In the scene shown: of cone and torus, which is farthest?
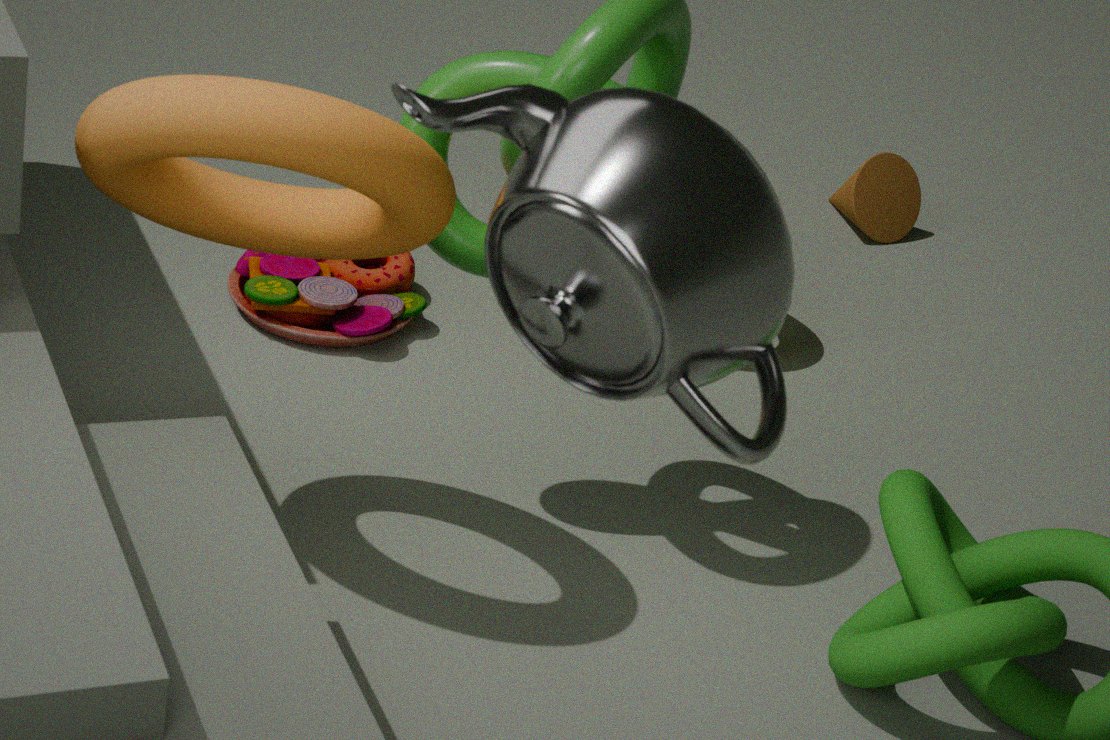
cone
